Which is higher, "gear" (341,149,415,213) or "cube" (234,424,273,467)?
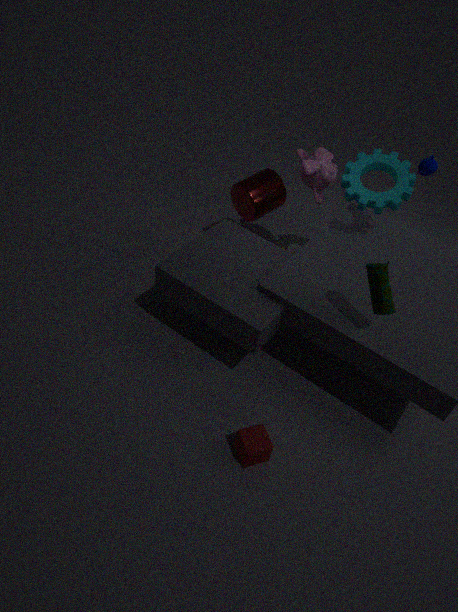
"gear" (341,149,415,213)
